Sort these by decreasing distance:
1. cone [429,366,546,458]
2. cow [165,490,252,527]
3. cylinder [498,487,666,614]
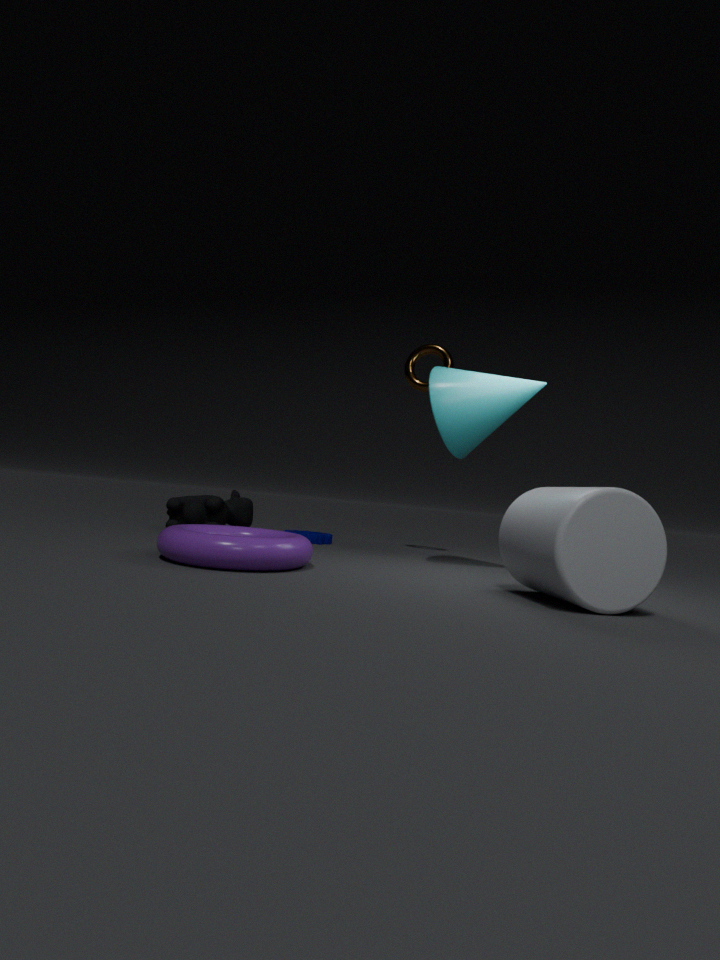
cow [165,490,252,527] < cone [429,366,546,458] < cylinder [498,487,666,614]
